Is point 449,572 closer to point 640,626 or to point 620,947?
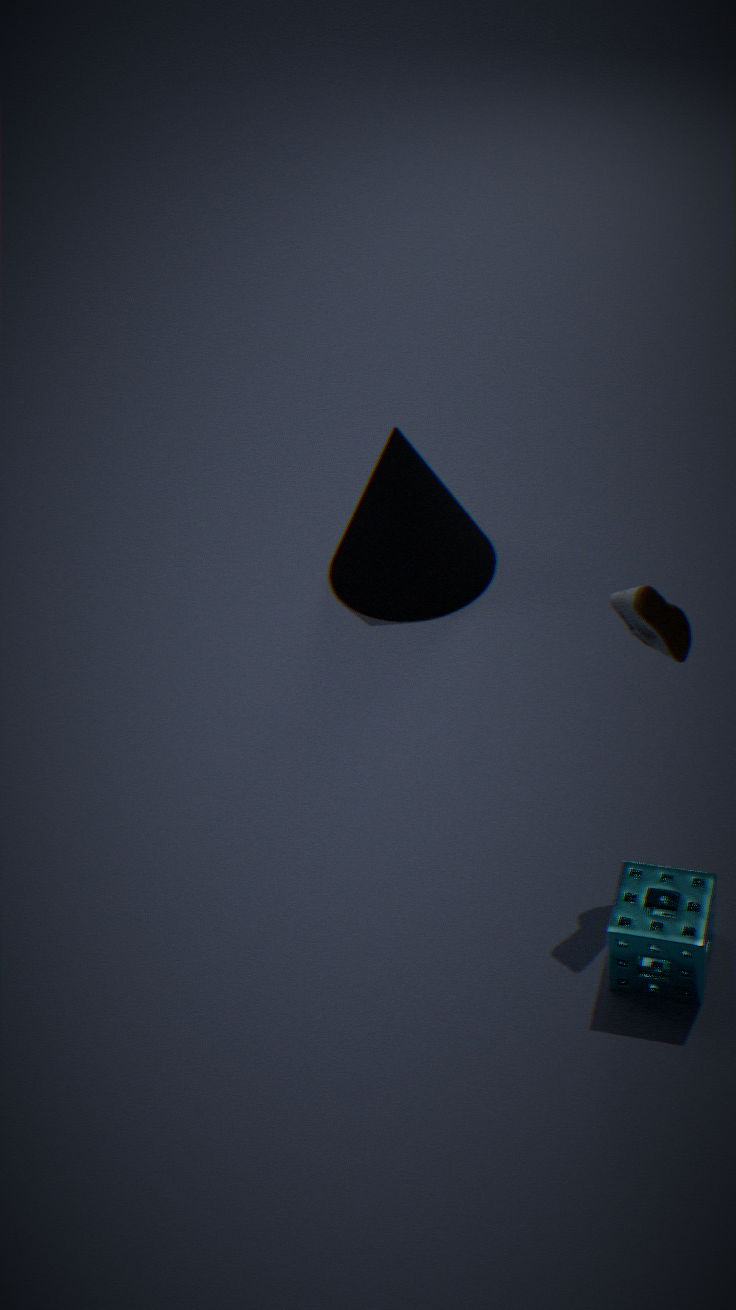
point 640,626
